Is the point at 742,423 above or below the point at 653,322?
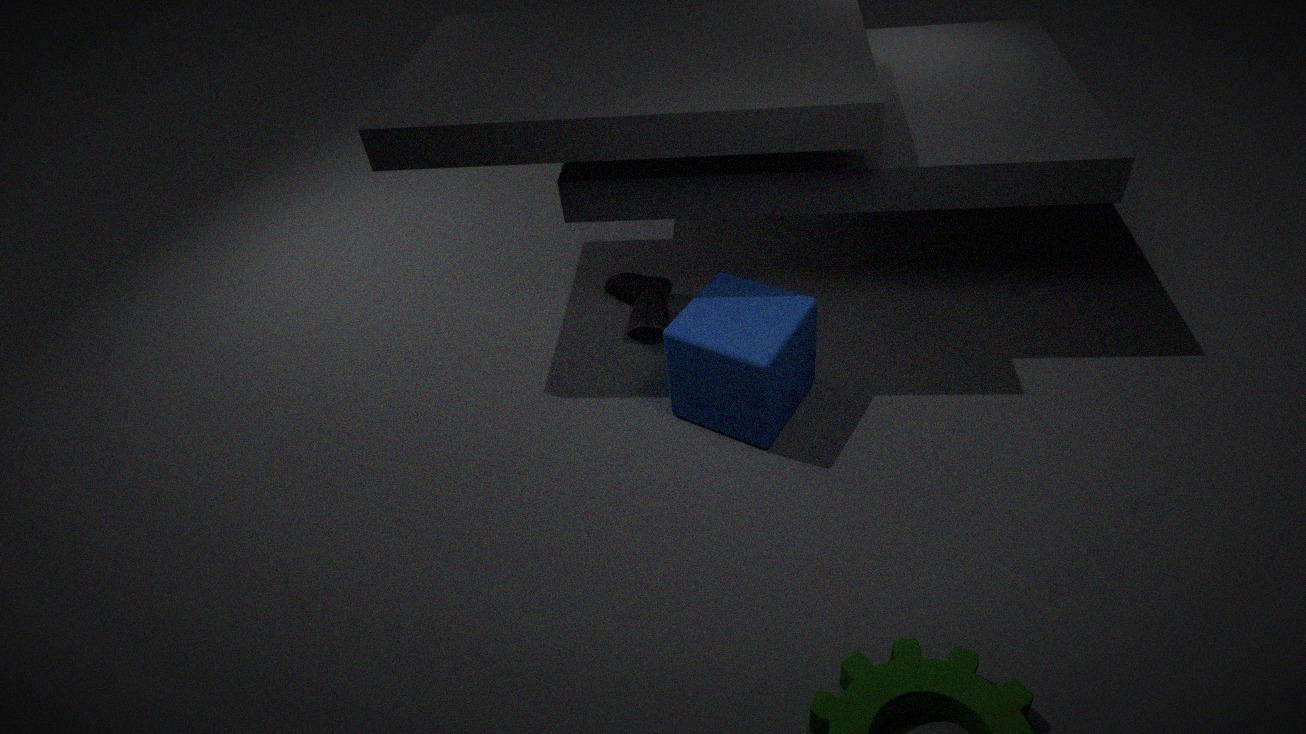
above
